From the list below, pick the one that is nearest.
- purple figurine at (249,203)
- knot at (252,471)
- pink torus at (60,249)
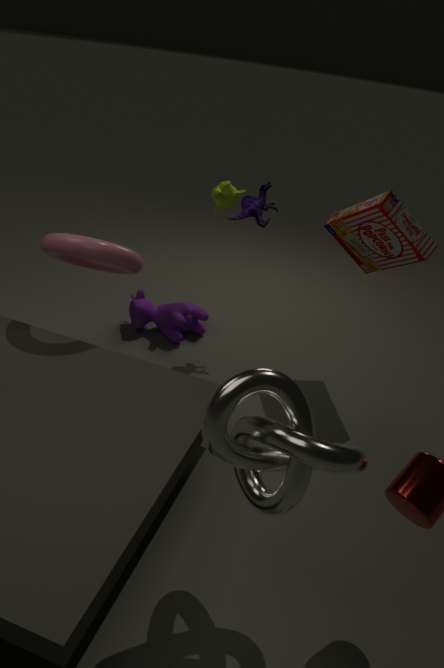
knot at (252,471)
